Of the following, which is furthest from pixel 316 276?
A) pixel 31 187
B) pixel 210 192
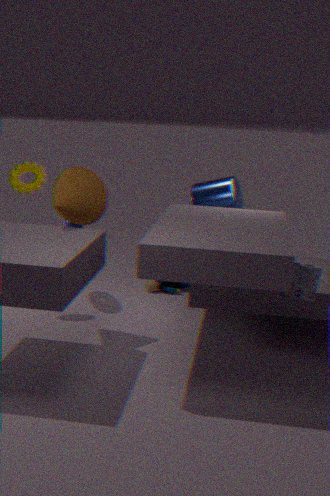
pixel 31 187
